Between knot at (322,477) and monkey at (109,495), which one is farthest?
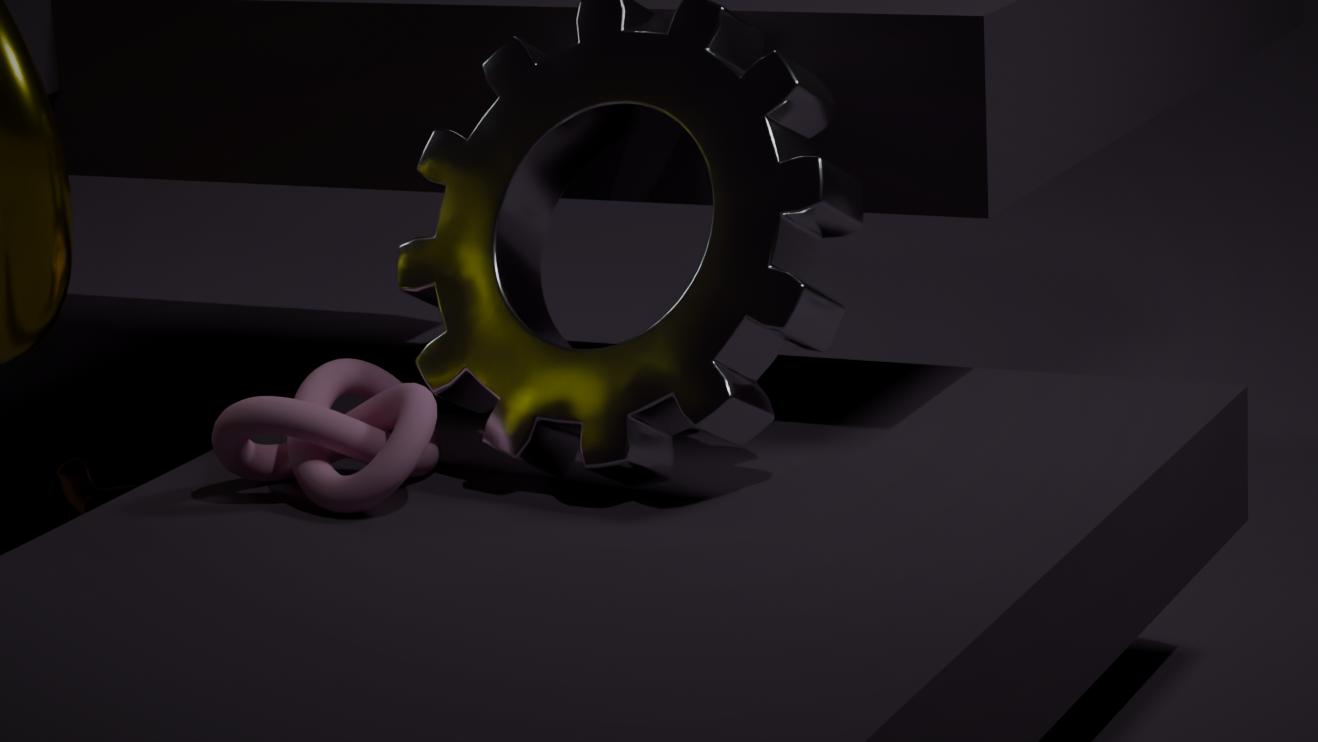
monkey at (109,495)
